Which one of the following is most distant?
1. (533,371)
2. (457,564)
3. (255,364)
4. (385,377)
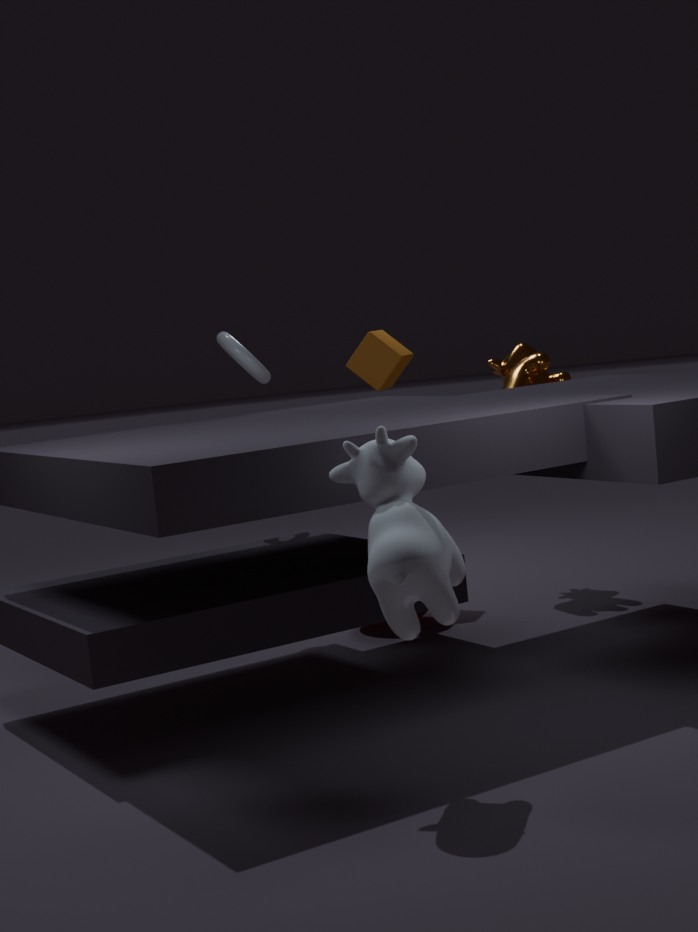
(385,377)
